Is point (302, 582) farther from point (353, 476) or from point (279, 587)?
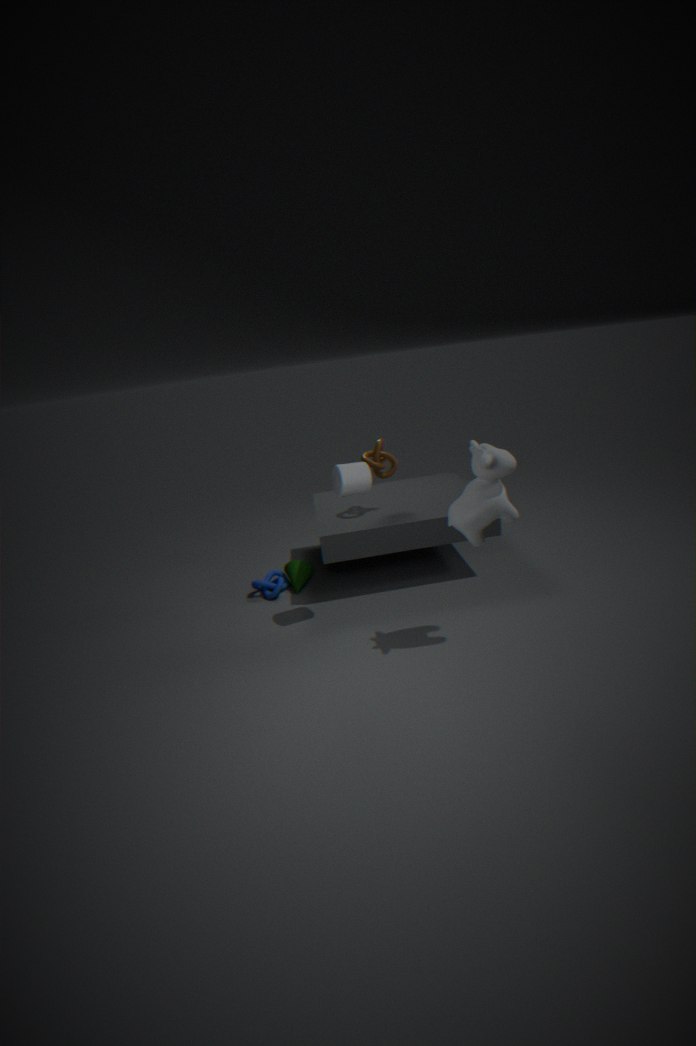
point (353, 476)
